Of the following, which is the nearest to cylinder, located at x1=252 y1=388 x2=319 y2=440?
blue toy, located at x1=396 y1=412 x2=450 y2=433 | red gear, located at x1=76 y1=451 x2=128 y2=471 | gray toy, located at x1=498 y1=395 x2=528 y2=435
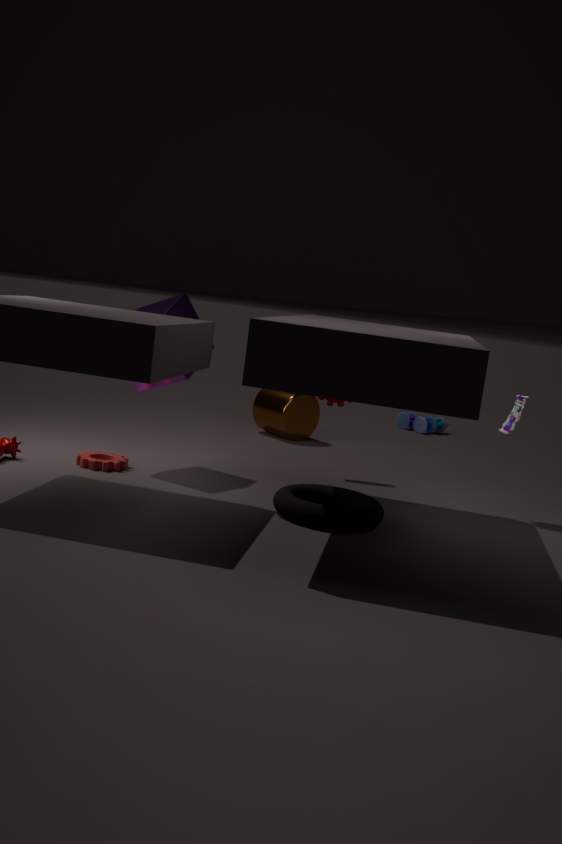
blue toy, located at x1=396 y1=412 x2=450 y2=433
